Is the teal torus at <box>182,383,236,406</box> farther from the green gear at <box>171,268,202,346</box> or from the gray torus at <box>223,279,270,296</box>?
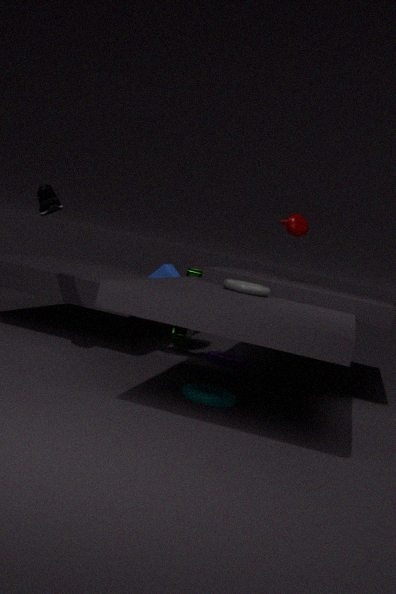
the green gear at <box>171,268,202,346</box>
